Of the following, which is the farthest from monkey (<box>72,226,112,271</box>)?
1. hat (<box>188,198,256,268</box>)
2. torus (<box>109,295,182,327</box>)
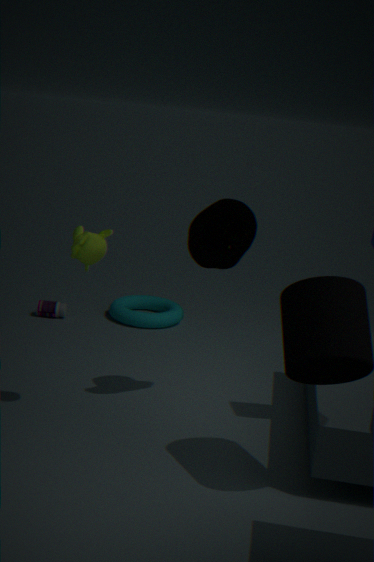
torus (<box>109,295,182,327</box>)
